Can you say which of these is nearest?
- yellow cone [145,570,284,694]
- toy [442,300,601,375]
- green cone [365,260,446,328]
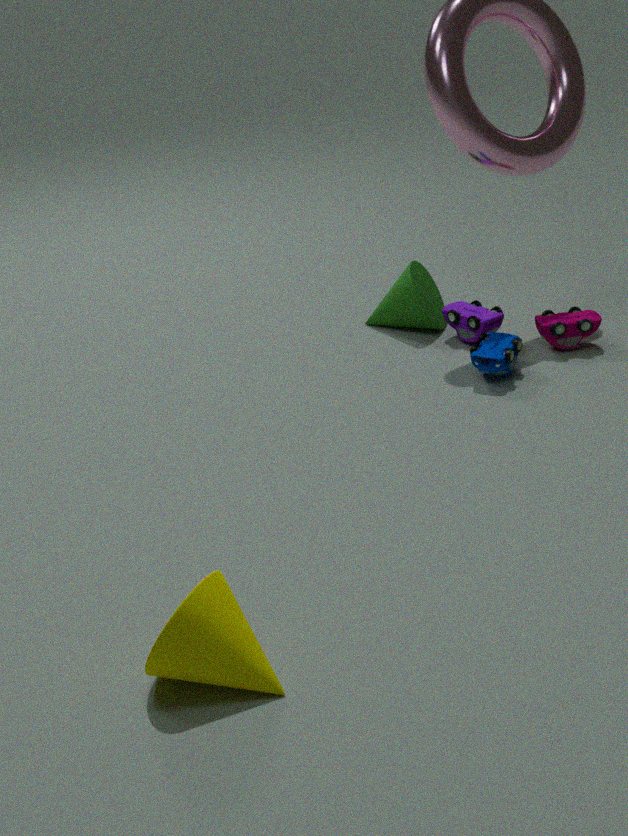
yellow cone [145,570,284,694]
